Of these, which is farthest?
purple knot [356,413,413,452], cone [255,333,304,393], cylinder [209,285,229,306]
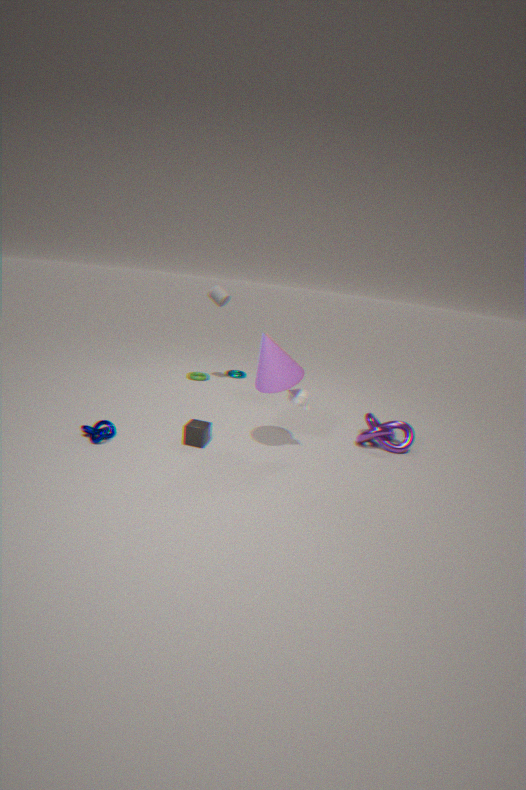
cylinder [209,285,229,306]
